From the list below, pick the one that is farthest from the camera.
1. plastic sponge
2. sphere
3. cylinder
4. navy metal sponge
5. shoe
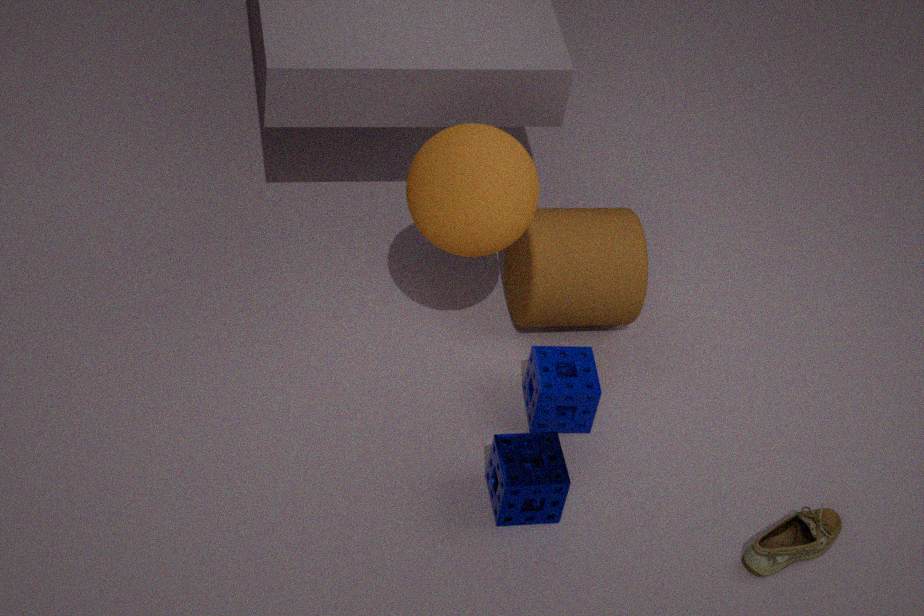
cylinder
